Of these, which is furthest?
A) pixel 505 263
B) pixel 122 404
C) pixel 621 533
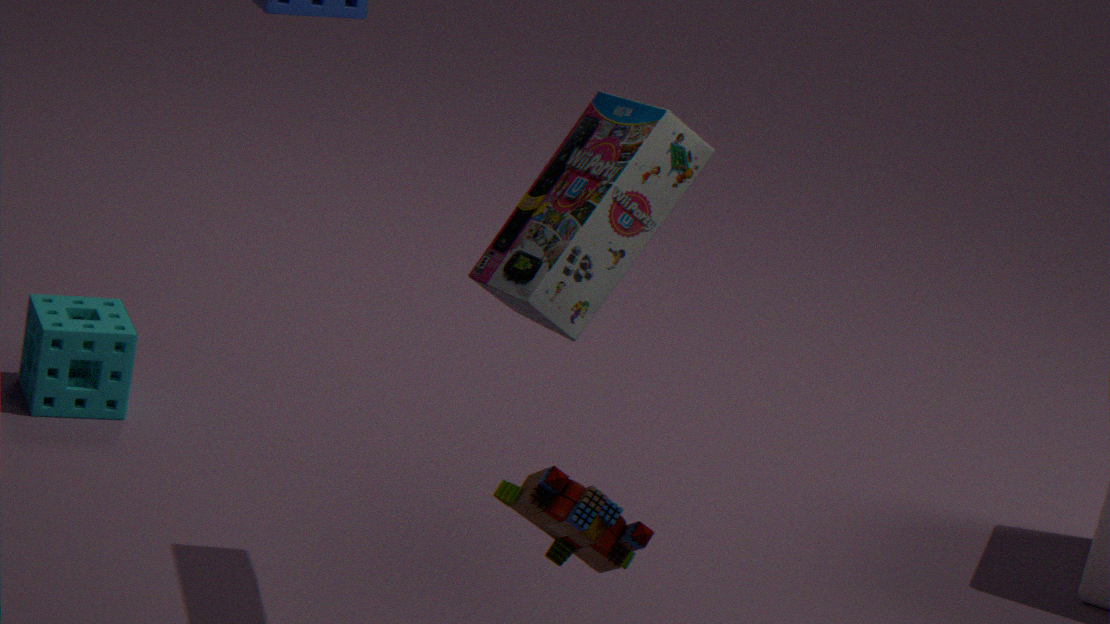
pixel 122 404
